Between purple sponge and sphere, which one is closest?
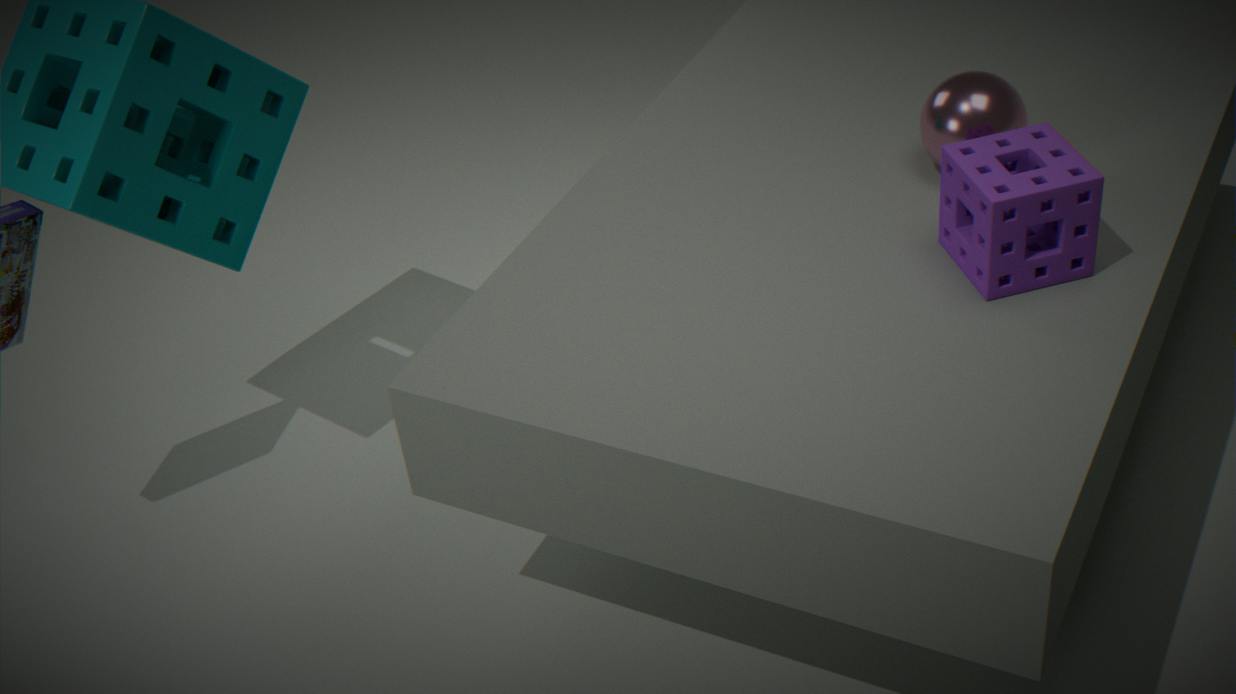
purple sponge
